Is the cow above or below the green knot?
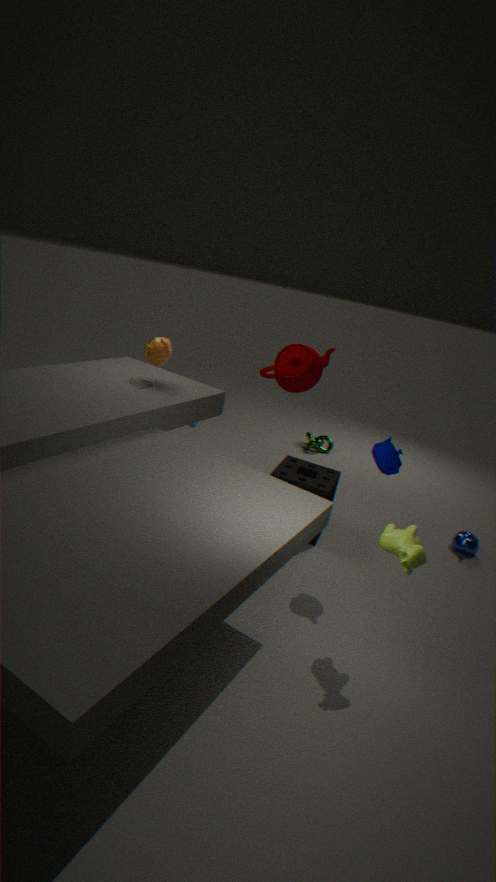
above
